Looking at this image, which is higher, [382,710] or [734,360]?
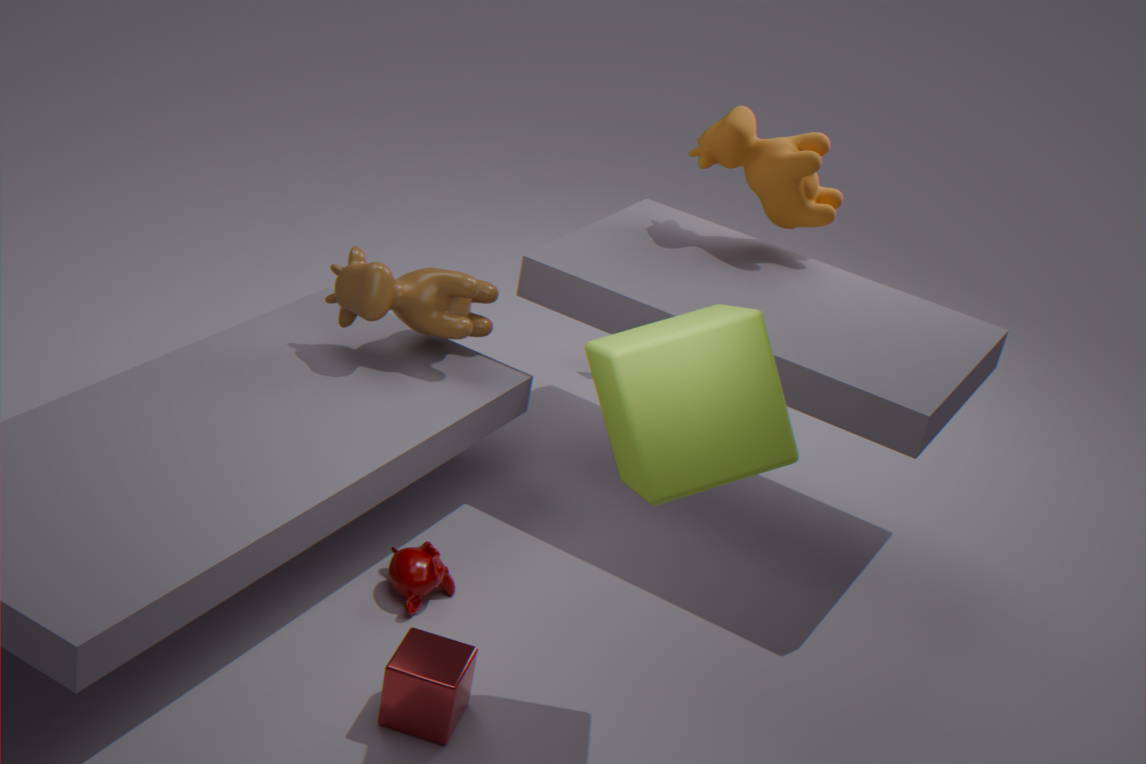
[734,360]
